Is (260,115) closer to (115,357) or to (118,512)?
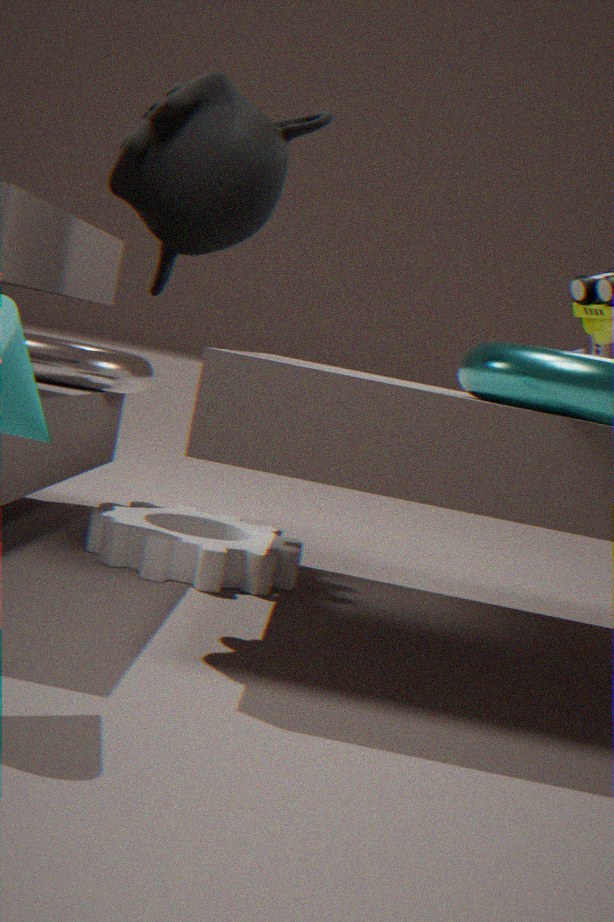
(118,512)
